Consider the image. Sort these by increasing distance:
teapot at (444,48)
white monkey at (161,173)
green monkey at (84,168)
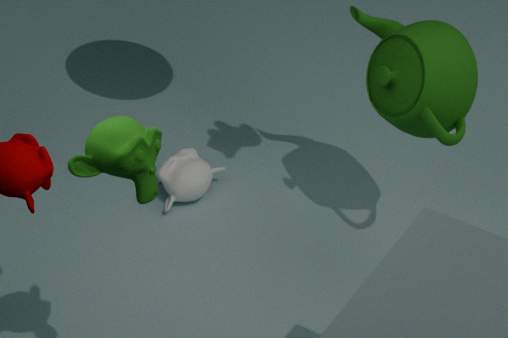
green monkey at (84,168) → teapot at (444,48) → white monkey at (161,173)
